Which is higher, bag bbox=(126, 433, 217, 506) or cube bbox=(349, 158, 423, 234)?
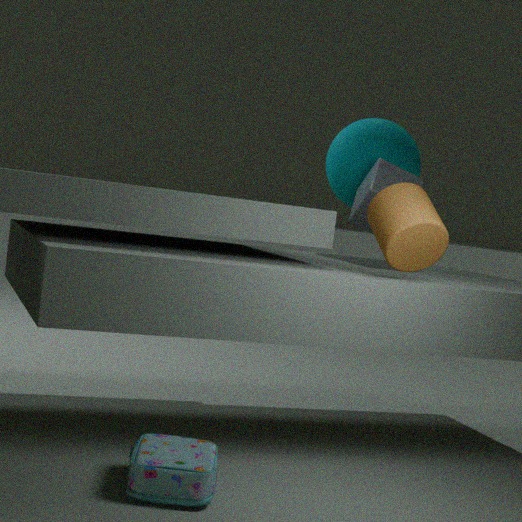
cube bbox=(349, 158, 423, 234)
